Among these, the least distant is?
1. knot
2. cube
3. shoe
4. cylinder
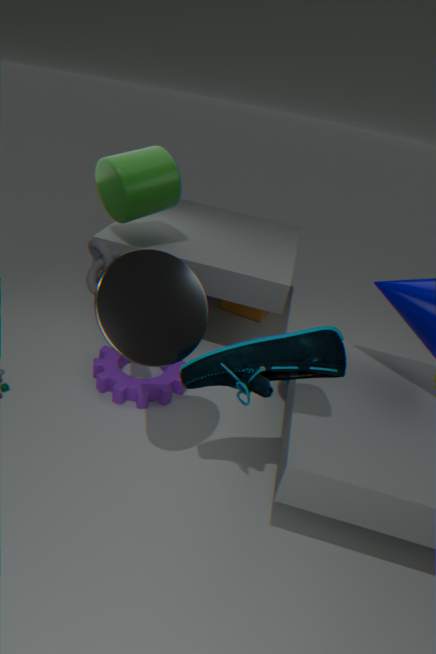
shoe
